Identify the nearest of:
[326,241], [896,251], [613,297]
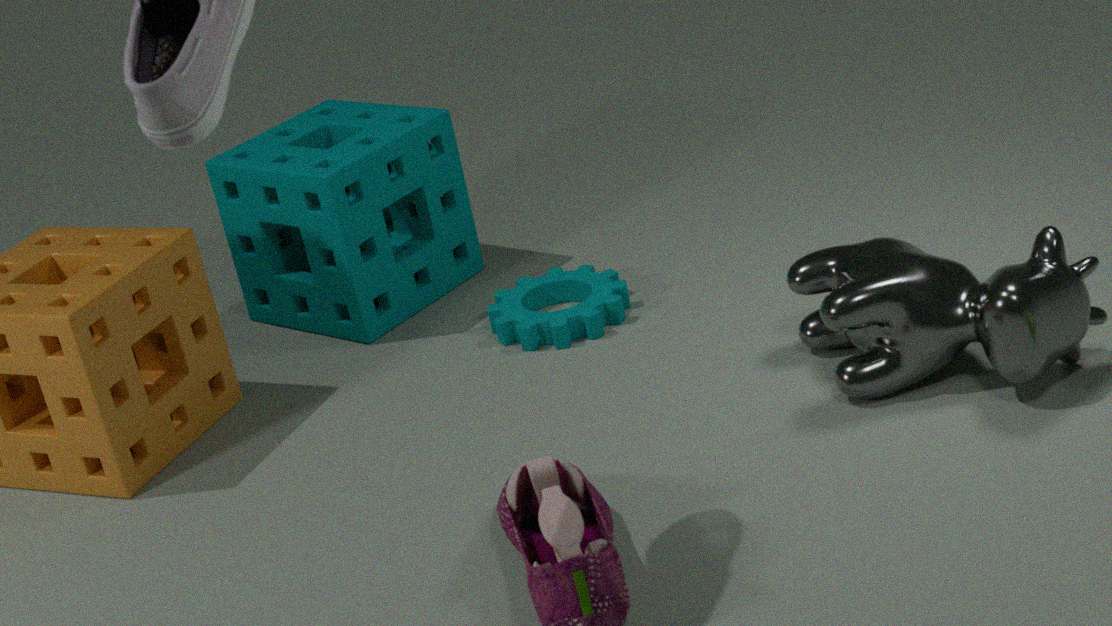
[896,251]
